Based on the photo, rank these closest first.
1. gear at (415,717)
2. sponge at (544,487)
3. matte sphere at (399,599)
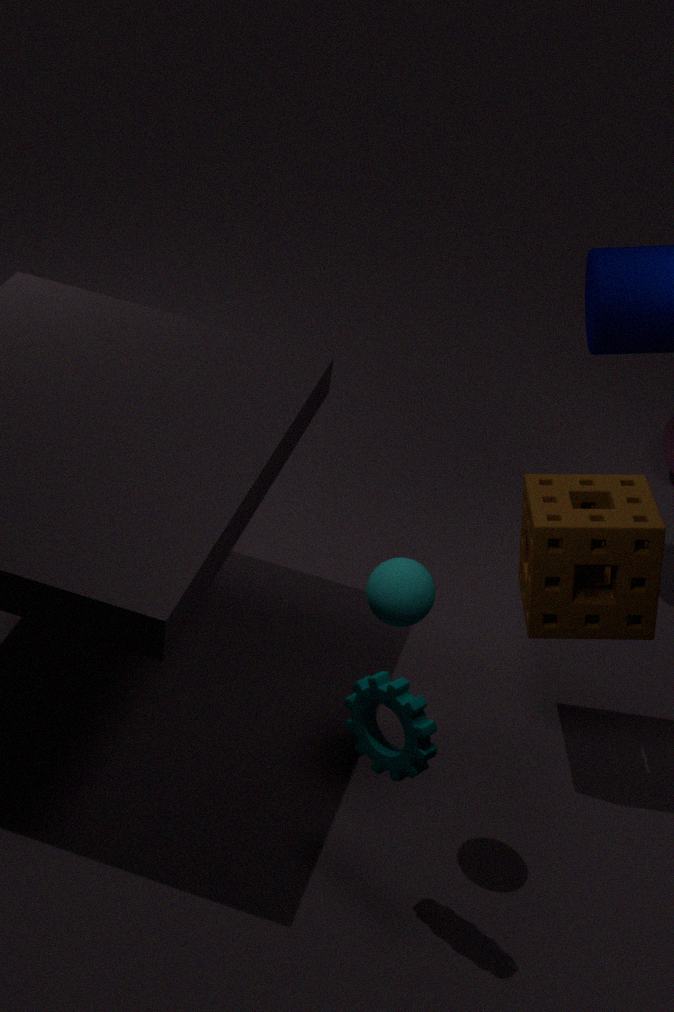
gear at (415,717) < matte sphere at (399,599) < sponge at (544,487)
